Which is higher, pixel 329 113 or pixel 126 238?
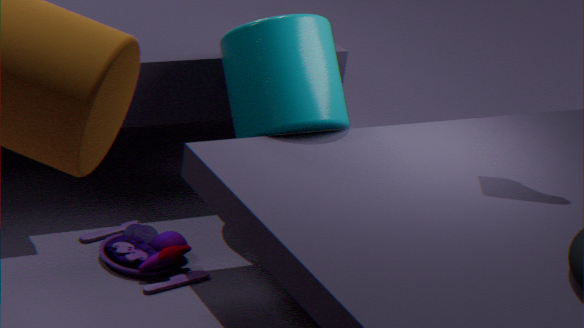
pixel 329 113
